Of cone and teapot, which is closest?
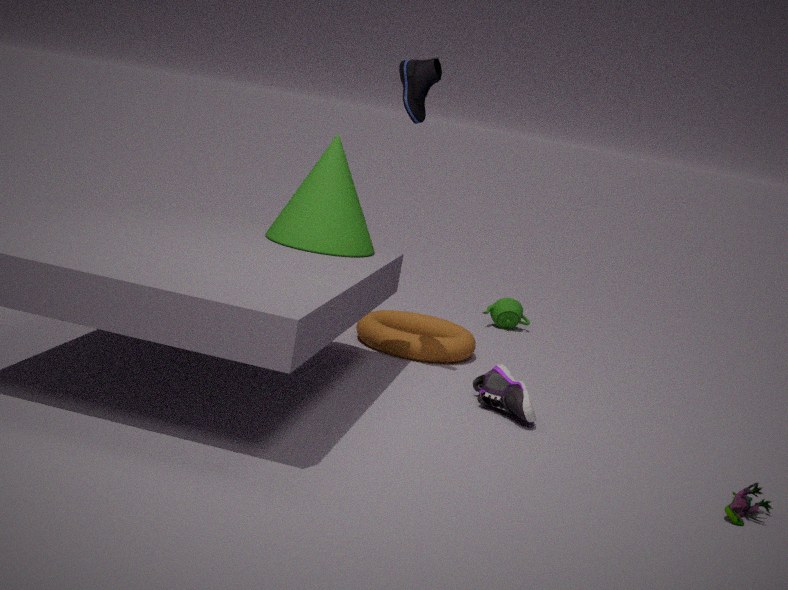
cone
